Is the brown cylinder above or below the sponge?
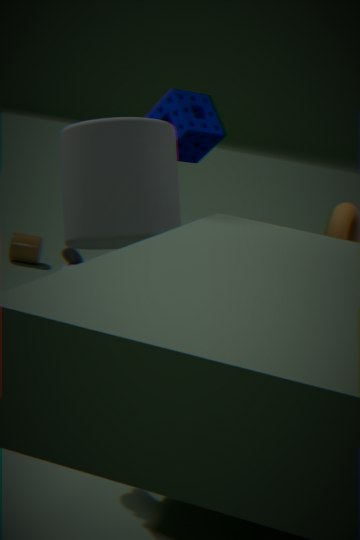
below
